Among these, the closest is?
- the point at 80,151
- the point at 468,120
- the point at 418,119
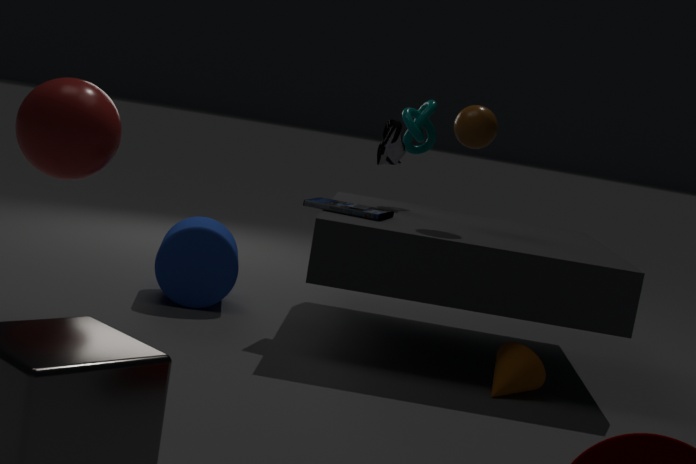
the point at 80,151
